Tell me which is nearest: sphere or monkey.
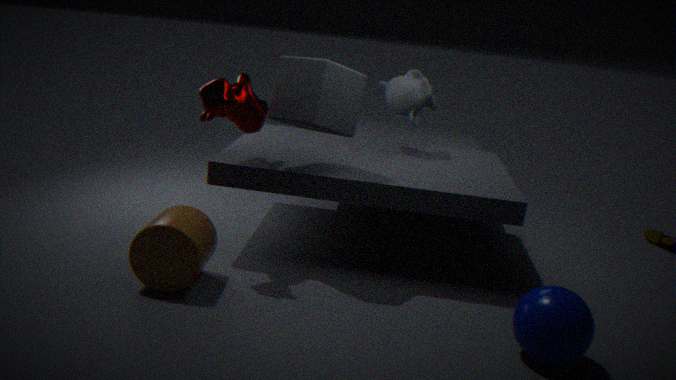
sphere
